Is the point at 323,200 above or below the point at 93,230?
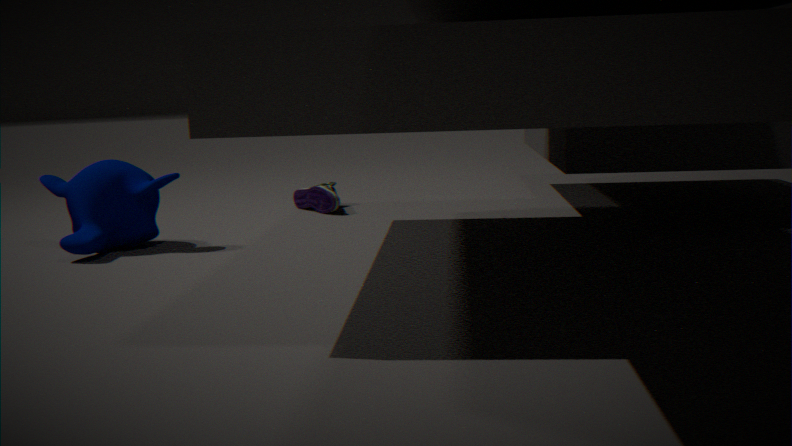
below
